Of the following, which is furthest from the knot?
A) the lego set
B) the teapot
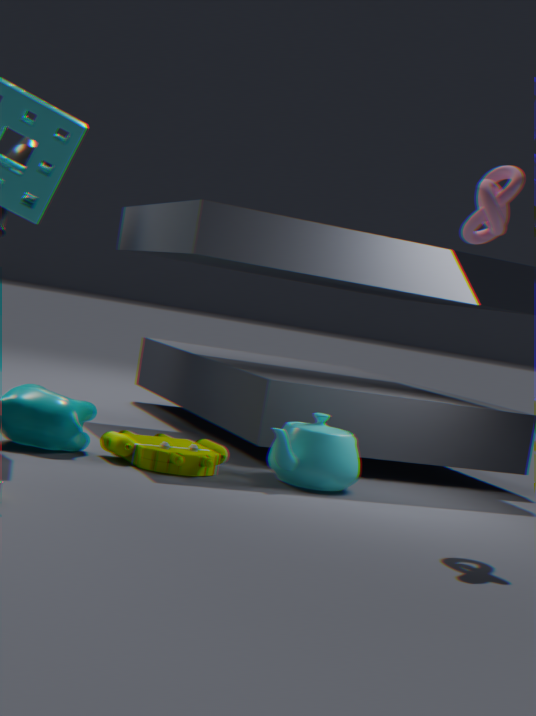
the lego set
